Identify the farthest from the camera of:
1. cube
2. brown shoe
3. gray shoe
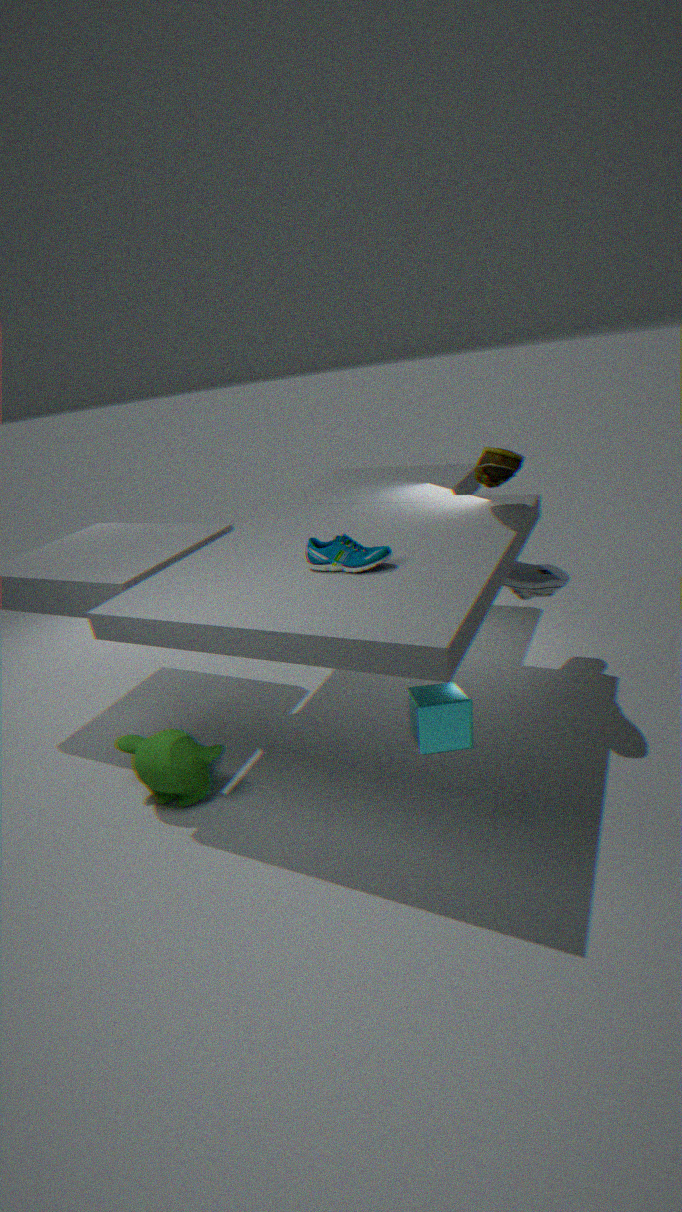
gray shoe
